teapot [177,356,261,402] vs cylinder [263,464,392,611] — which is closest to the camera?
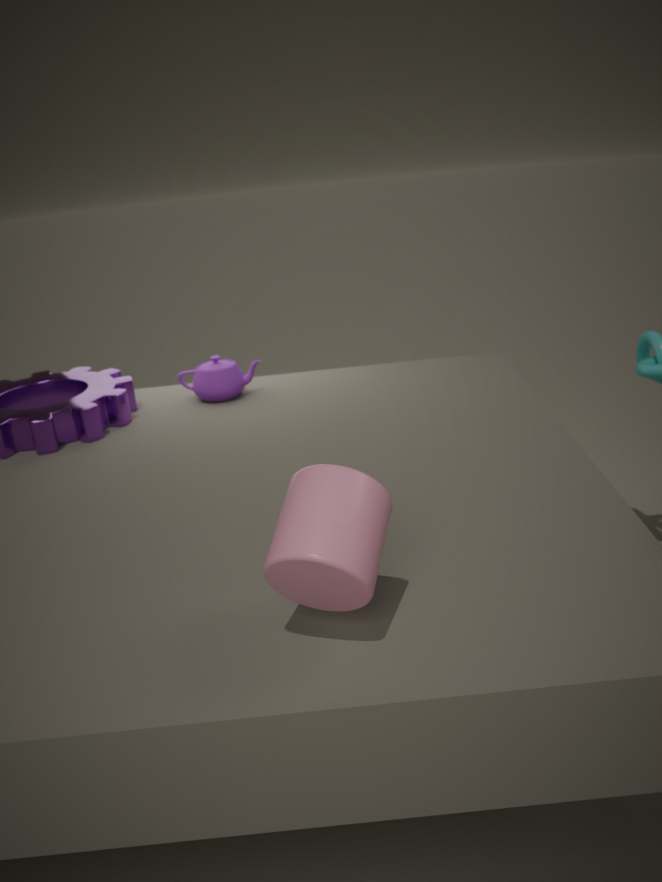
cylinder [263,464,392,611]
